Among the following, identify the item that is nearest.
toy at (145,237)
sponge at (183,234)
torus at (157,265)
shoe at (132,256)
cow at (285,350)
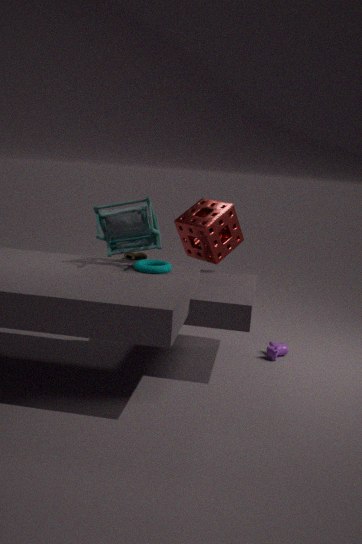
torus at (157,265)
